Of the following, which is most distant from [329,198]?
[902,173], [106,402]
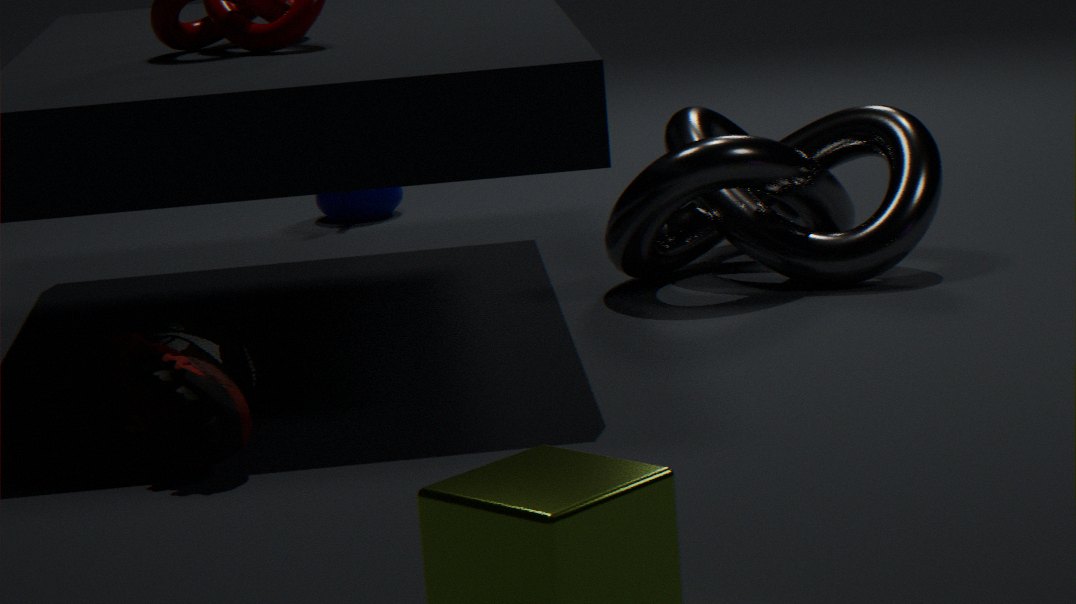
[106,402]
